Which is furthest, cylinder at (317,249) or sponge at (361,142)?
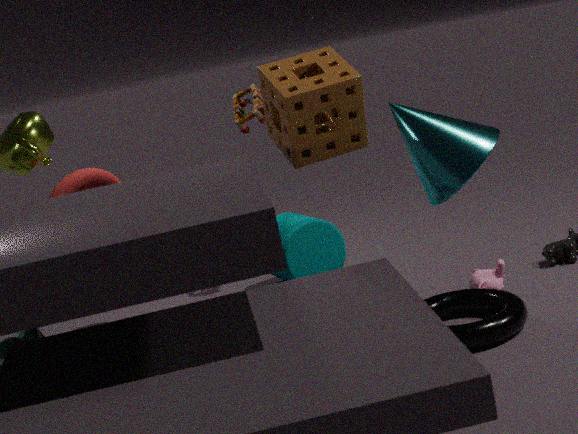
cylinder at (317,249)
